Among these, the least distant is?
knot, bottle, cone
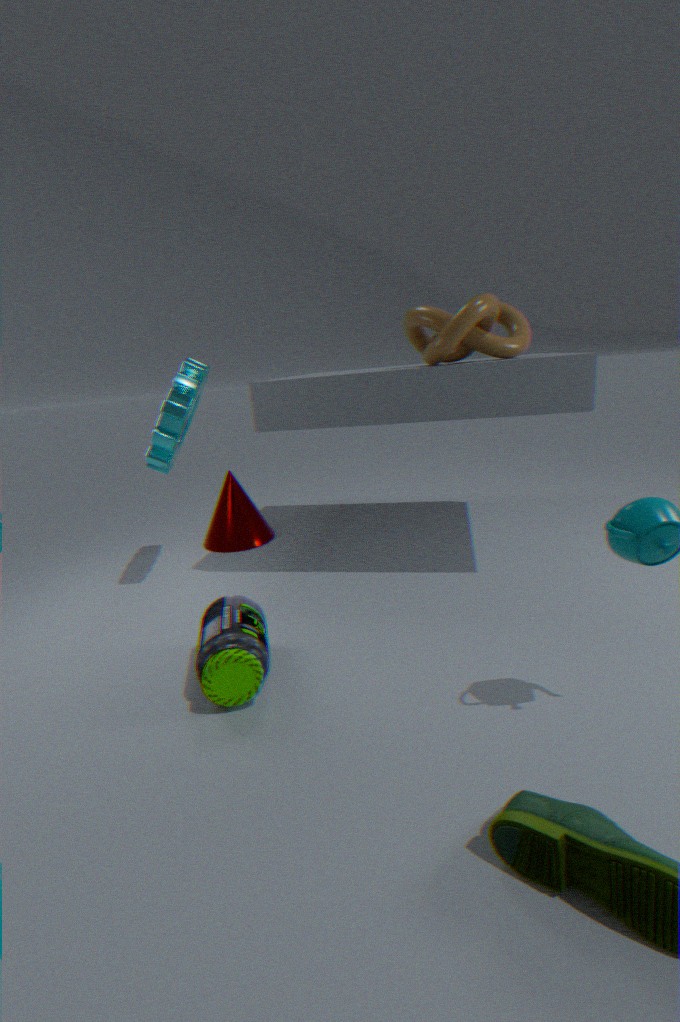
bottle
